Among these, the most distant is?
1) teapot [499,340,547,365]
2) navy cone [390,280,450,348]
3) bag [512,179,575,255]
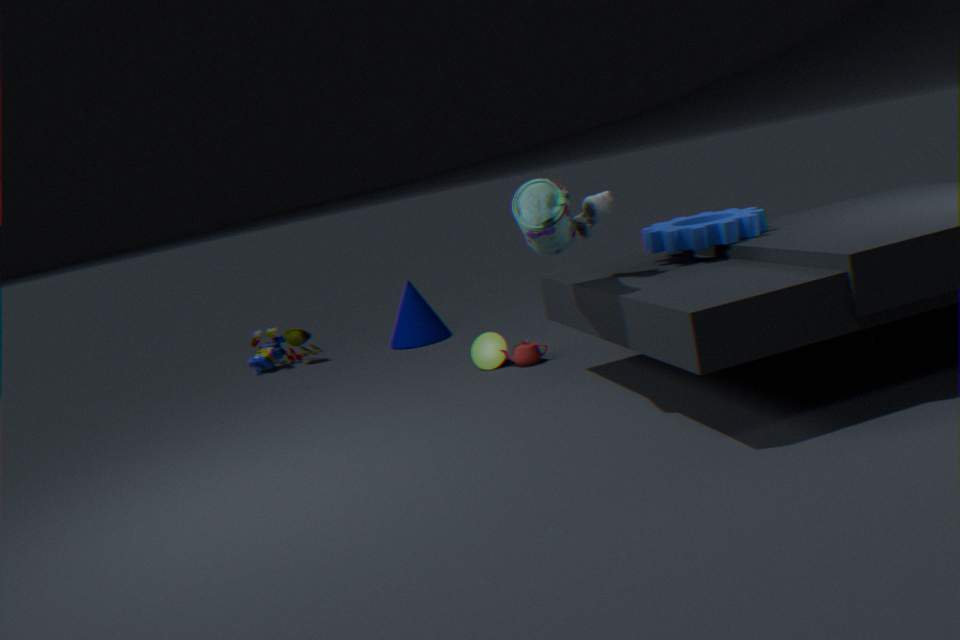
2. navy cone [390,280,450,348]
